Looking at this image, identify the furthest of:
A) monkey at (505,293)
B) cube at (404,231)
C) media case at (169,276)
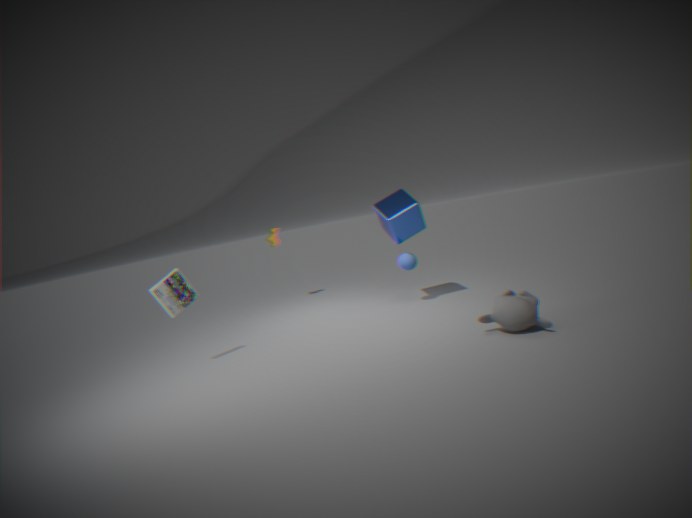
cube at (404,231)
